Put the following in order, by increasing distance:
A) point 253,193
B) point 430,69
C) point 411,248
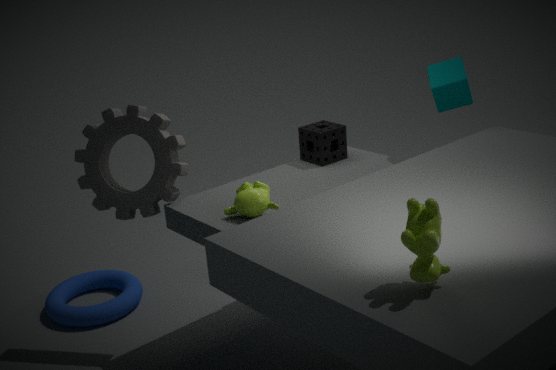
point 411,248
point 253,193
point 430,69
